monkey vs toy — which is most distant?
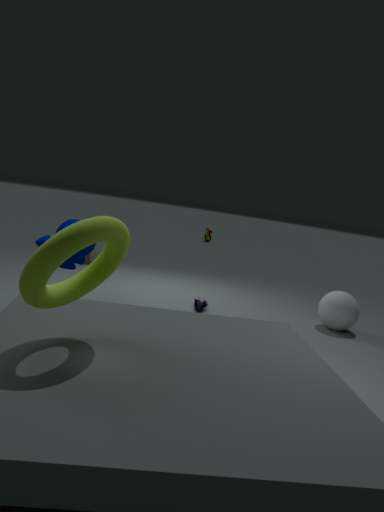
toy
